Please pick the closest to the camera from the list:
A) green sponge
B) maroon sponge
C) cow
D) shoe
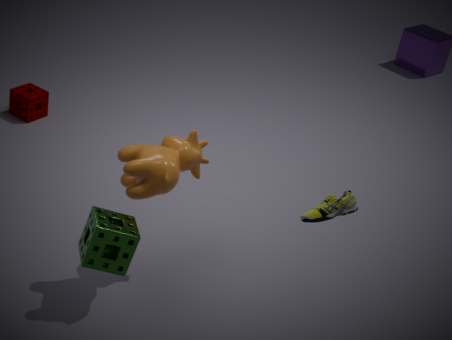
green sponge
